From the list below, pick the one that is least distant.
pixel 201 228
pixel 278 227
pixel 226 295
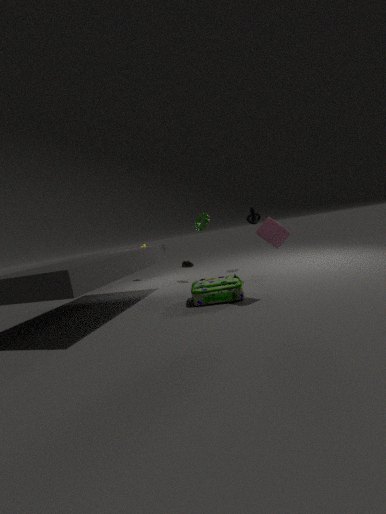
pixel 278 227
